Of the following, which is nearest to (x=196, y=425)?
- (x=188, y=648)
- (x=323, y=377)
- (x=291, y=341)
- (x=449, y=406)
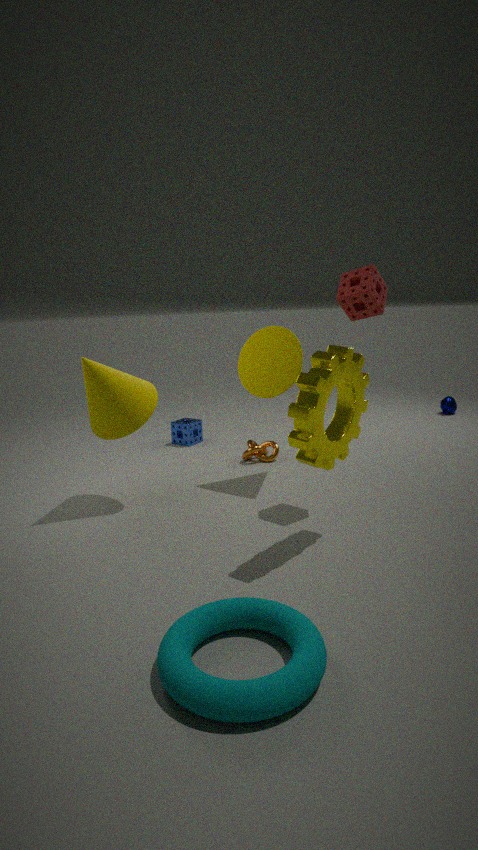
(x=291, y=341)
